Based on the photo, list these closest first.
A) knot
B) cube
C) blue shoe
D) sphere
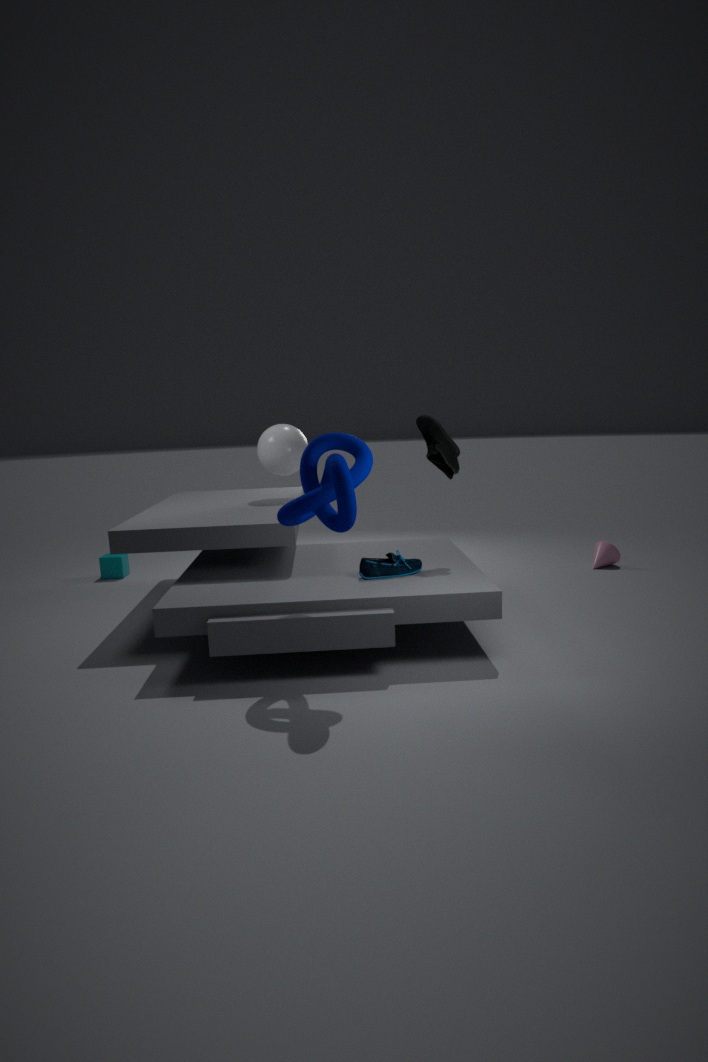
knot
blue shoe
sphere
cube
